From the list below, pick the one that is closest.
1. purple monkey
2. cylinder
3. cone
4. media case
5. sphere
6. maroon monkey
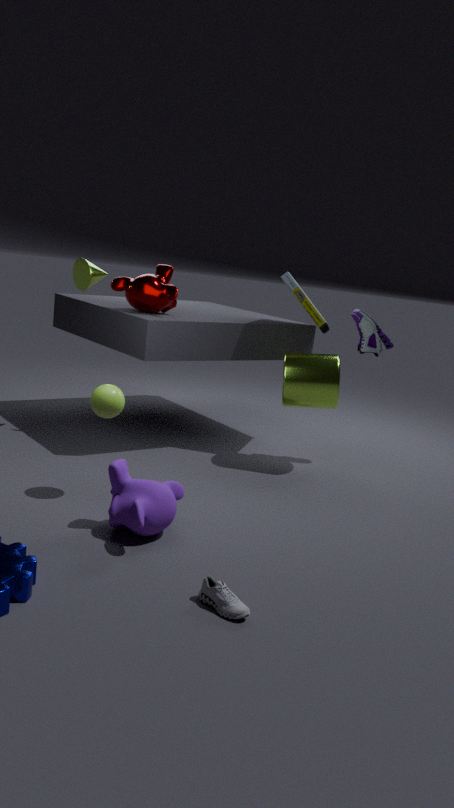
purple monkey
